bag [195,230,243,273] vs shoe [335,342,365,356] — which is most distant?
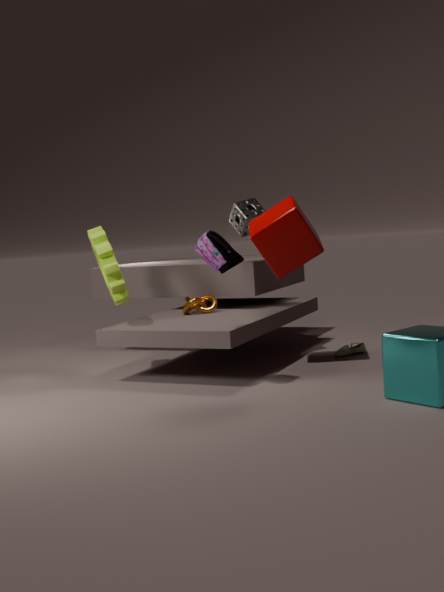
shoe [335,342,365,356]
